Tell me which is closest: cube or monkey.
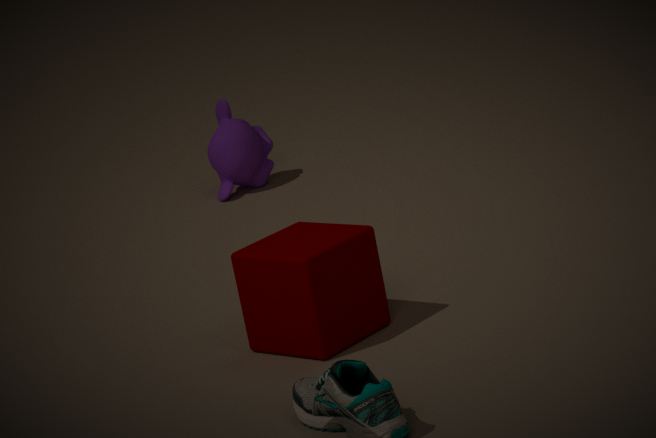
cube
